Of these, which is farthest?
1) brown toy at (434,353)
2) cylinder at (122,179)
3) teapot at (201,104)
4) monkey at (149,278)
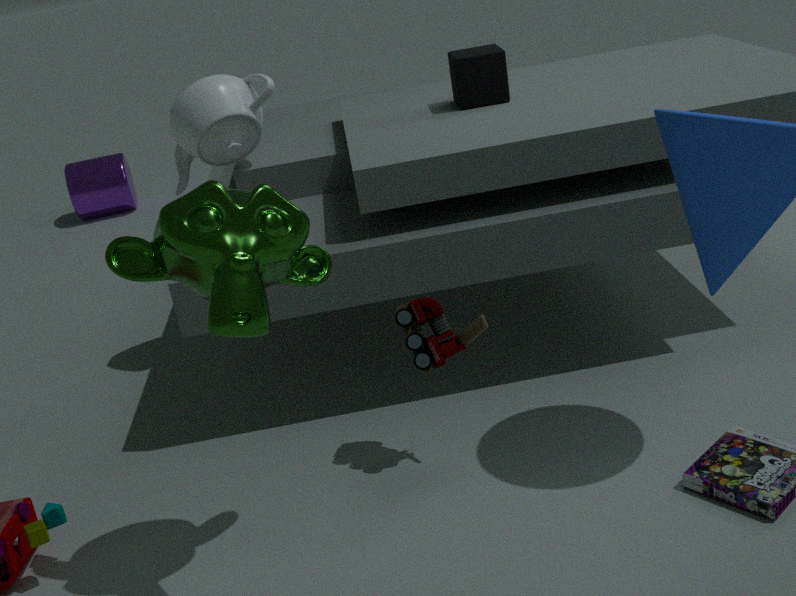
2. cylinder at (122,179)
